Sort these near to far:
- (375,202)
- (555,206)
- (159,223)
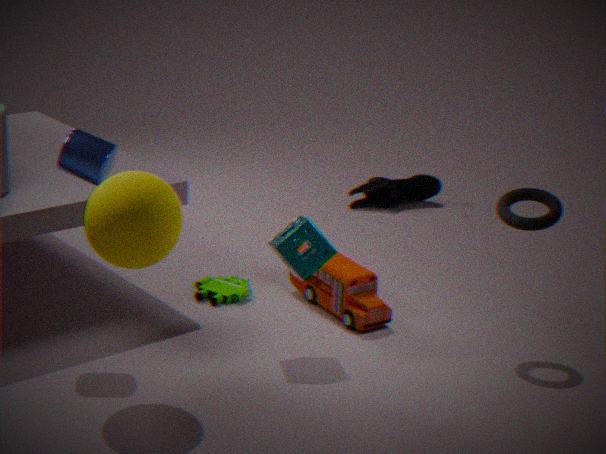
(159,223), (555,206), (375,202)
